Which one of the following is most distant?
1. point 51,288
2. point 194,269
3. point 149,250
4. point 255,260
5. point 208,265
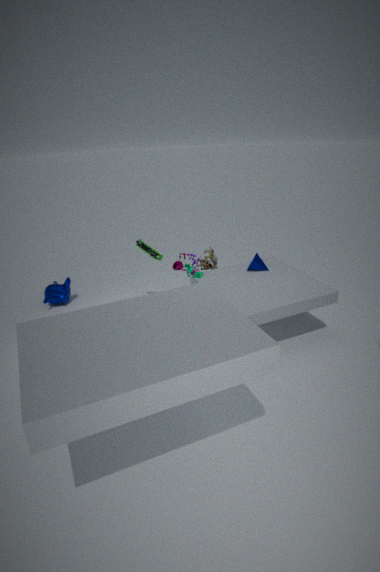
point 51,288
